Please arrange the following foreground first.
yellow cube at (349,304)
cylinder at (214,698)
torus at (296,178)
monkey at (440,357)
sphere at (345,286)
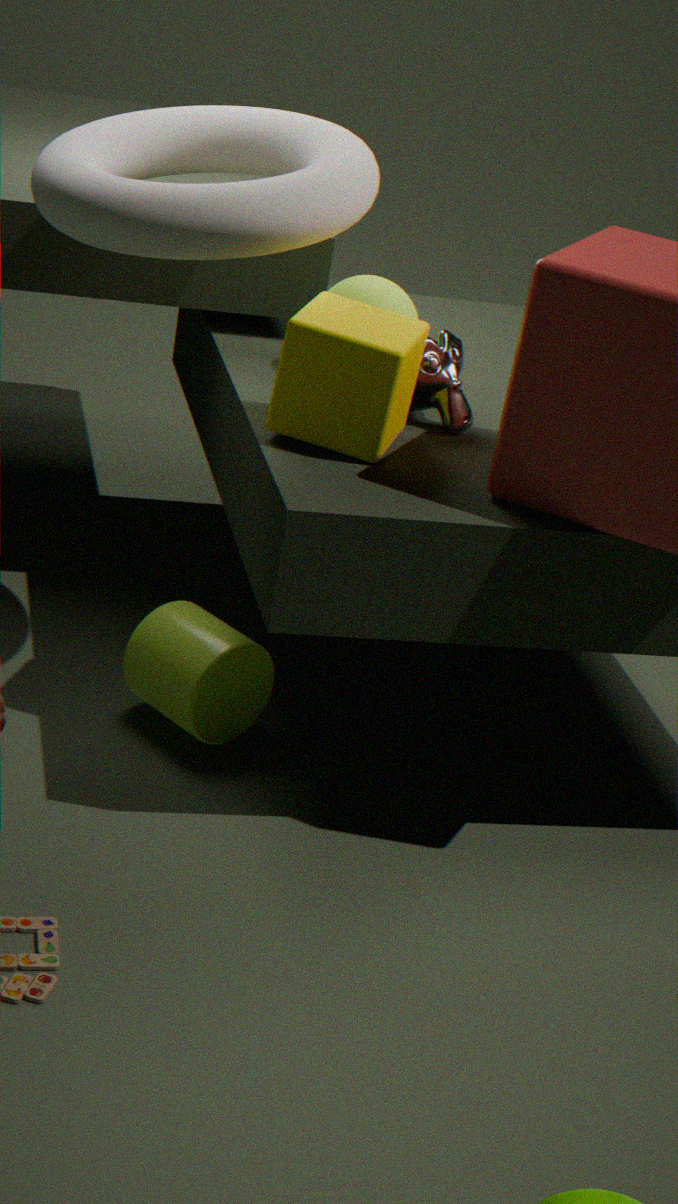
torus at (296,178) → yellow cube at (349,304) → cylinder at (214,698) → monkey at (440,357) → sphere at (345,286)
